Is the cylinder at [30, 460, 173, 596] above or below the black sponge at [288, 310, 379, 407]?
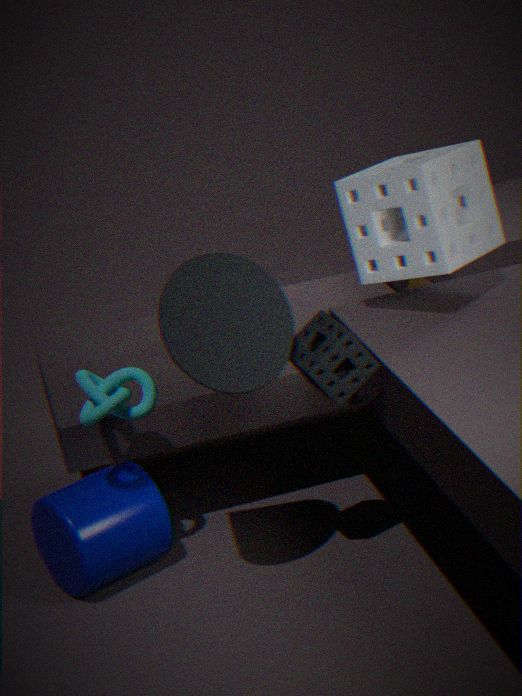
below
